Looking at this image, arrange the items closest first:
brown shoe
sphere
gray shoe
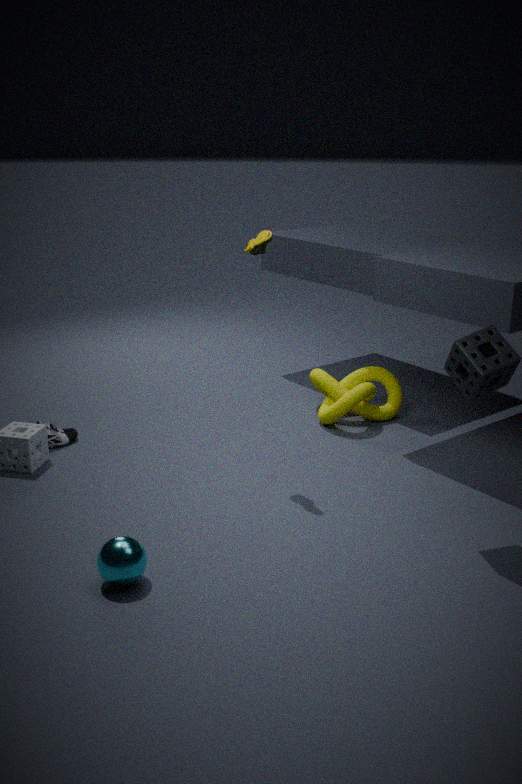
sphere
brown shoe
gray shoe
